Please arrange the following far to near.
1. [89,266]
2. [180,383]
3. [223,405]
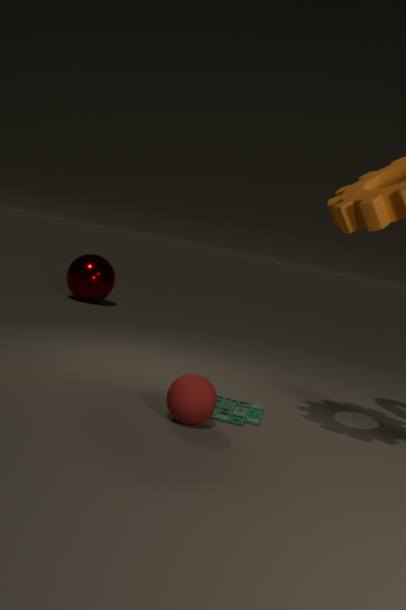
[89,266] < [223,405] < [180,383]
